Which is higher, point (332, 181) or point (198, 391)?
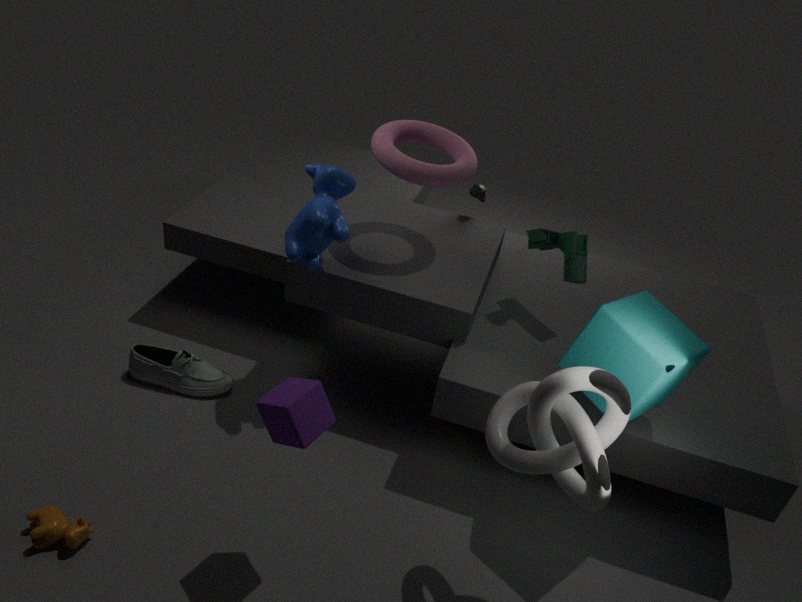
point (332, 181)
